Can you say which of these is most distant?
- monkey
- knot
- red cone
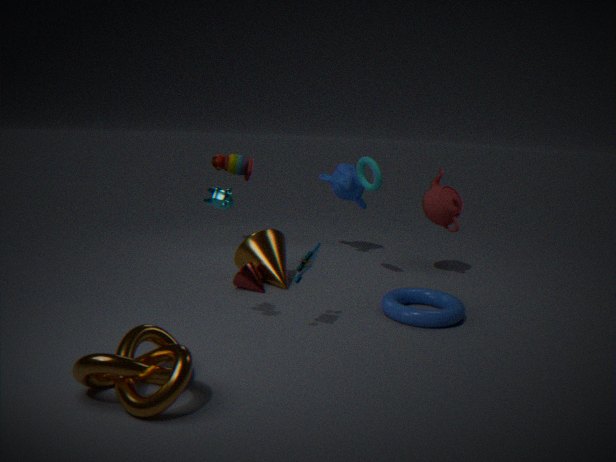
monkey
